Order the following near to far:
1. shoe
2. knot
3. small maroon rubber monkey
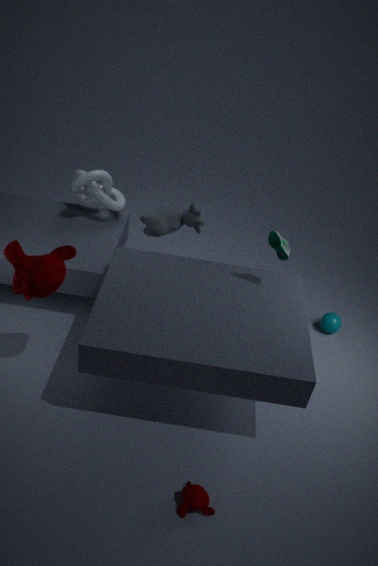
1. small maroon rubber monkey
2. shoe
3. knot
